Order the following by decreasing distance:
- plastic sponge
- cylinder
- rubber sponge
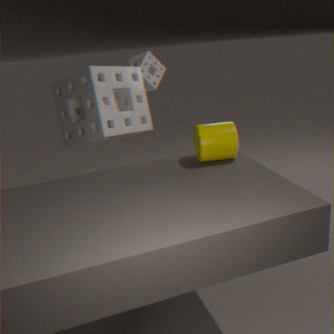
1. rubber sponge
2. plastic sponge
3. cylinder
